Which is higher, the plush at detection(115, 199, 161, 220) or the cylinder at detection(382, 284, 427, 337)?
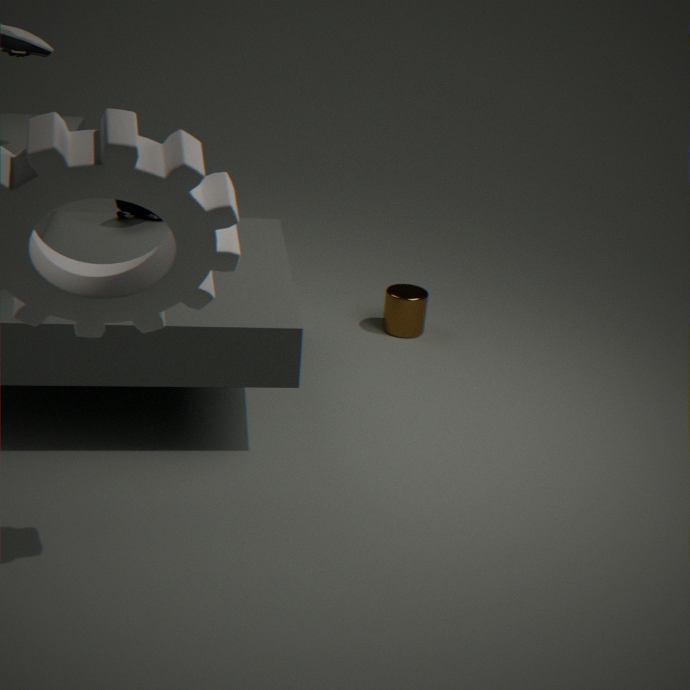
the plush at detection(115, 199, 161, 220)
